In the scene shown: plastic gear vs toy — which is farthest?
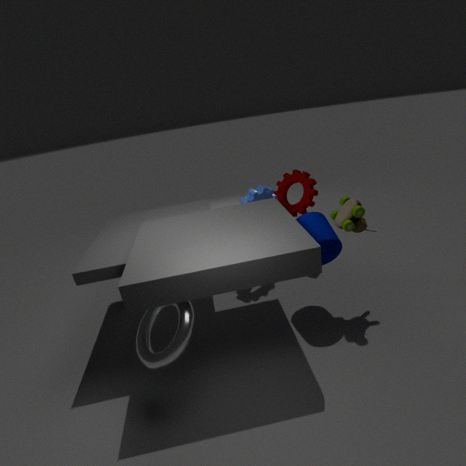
plastic gear
